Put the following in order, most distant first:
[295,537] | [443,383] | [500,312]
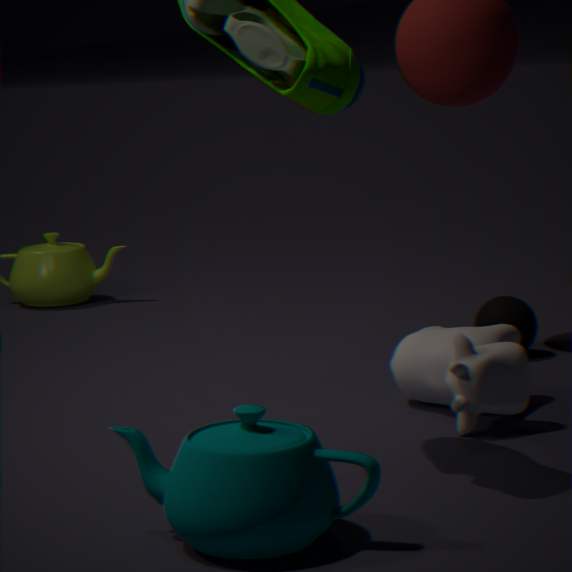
[500,312] → [443,383] → [295,537]
